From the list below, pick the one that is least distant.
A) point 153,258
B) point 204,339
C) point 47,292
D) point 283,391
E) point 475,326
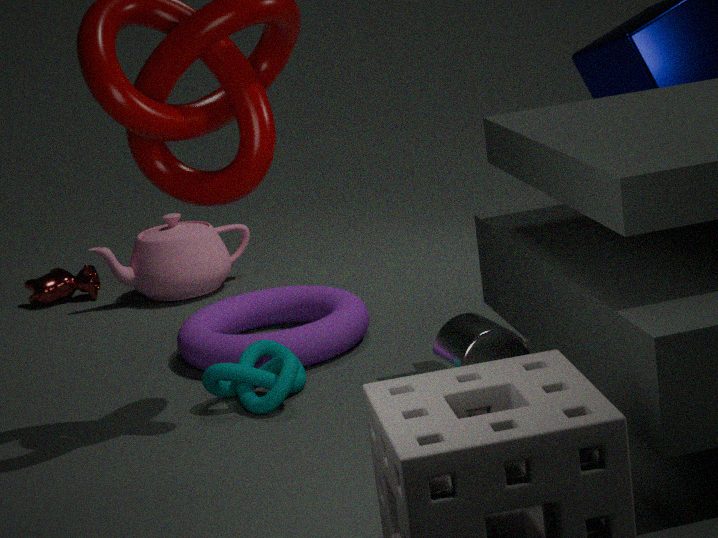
point 475,326
